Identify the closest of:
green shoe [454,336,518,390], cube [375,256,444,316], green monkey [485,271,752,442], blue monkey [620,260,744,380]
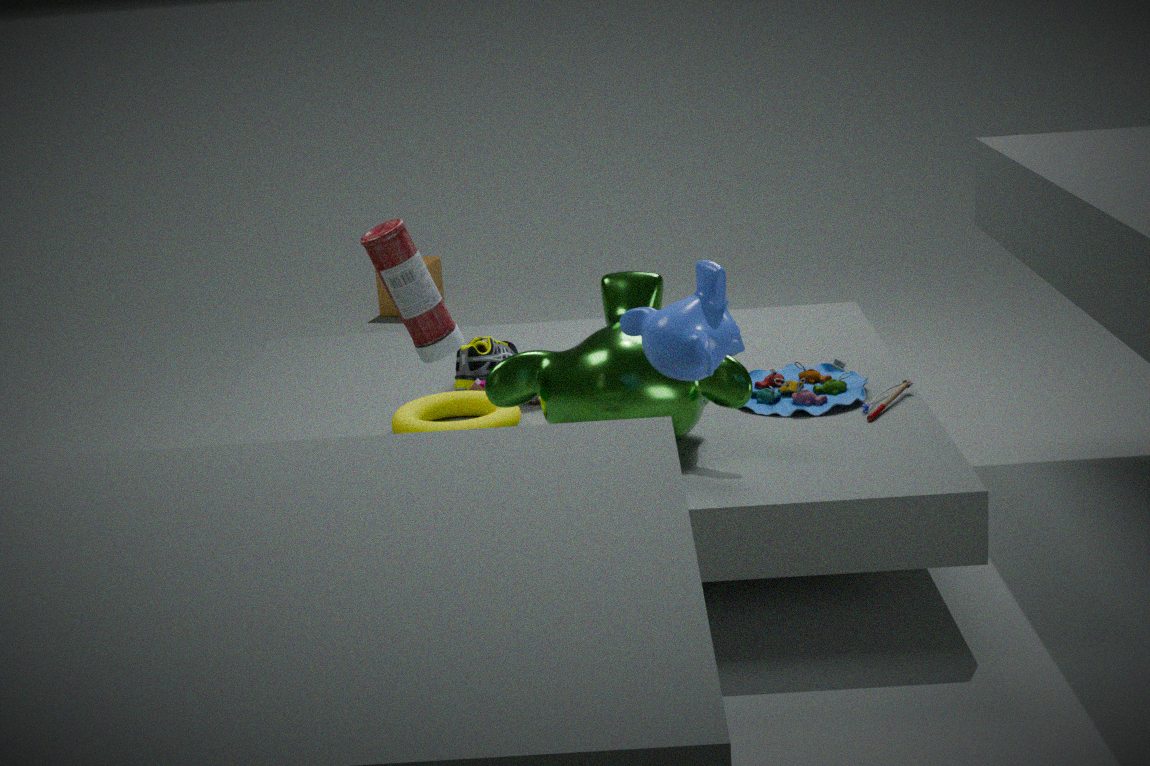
blue monkey [620,260,744,380]
